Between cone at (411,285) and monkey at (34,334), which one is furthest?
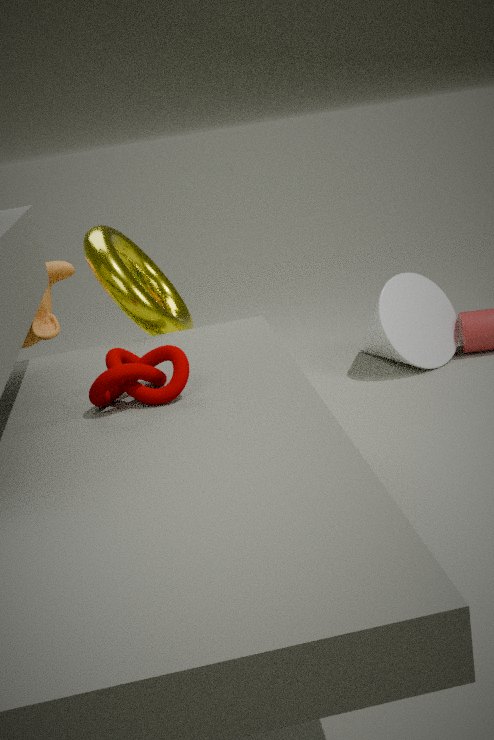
cone at (411,285)
